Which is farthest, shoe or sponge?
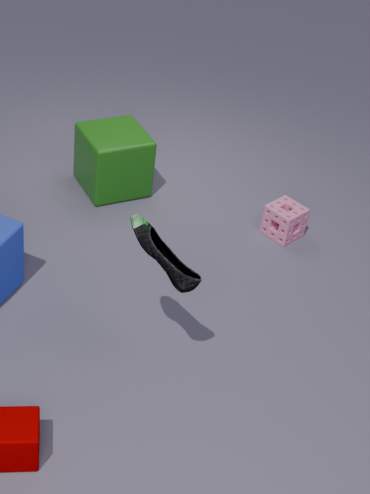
sponge
